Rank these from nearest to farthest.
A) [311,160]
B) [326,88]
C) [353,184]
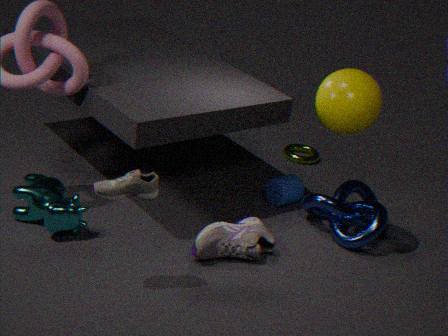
[326,88], [353,184], [311,160]
